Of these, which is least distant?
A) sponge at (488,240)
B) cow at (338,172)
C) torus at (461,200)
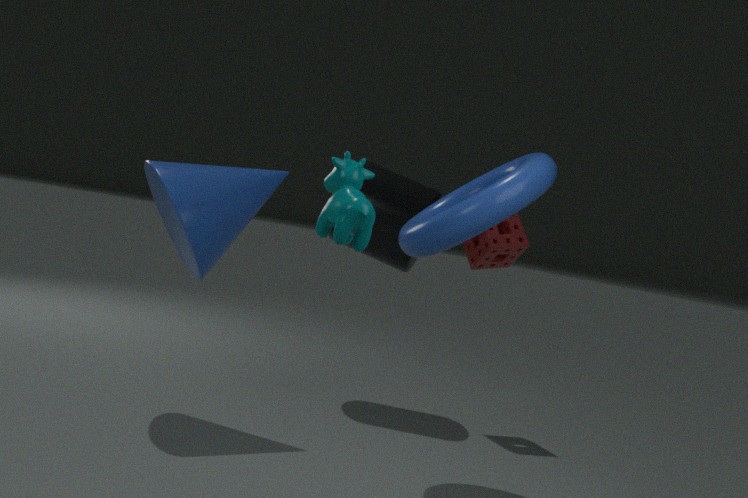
B. cow at (338,172)
